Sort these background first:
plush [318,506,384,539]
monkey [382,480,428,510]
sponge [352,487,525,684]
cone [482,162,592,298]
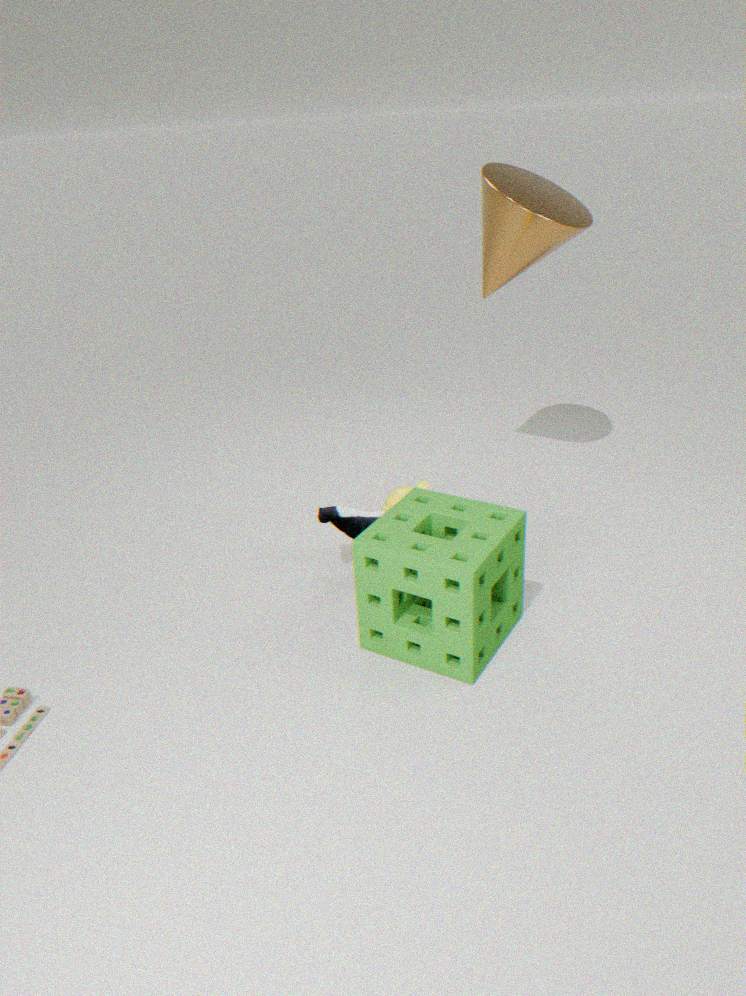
monkey [382,480,428,510], cone [482,162,592,298], plush [318,506,384,539], sponge [352,487,525,684]
